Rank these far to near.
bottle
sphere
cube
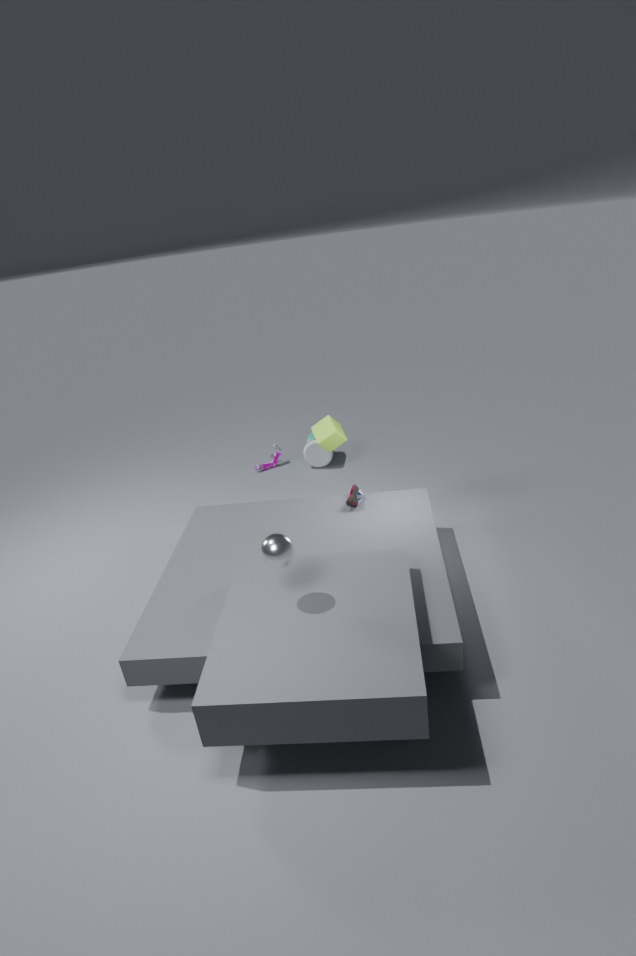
1. bottle
2. cube
3. sphere
